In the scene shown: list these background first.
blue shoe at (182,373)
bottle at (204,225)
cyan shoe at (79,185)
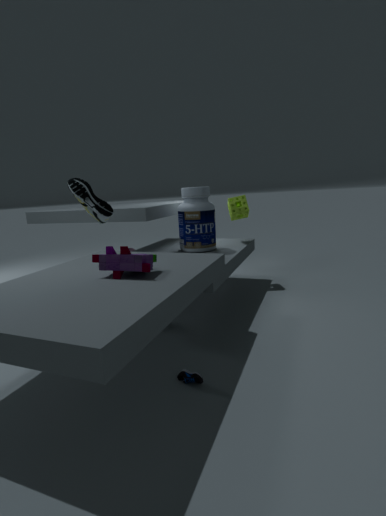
bottle at (204,225), cyan shoe at (79,185), blue shoe at (182,373)
